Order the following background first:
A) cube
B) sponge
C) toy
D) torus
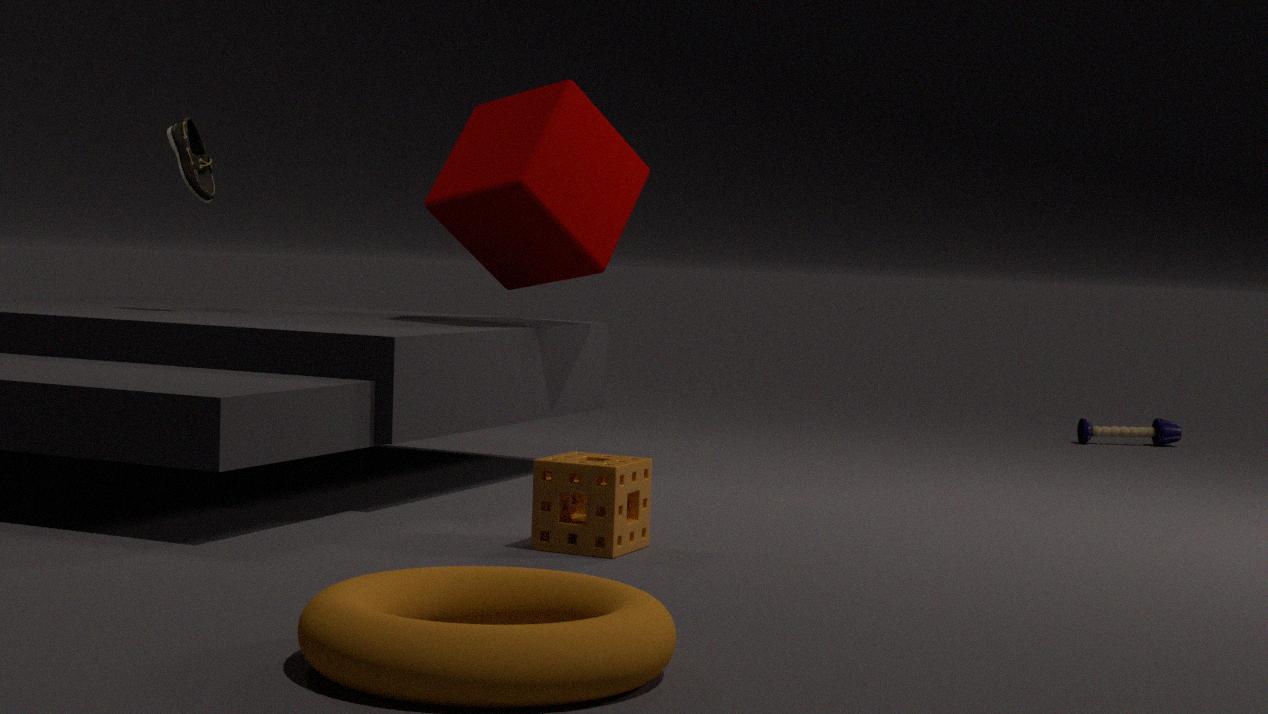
toy < cube < sponge < torus
